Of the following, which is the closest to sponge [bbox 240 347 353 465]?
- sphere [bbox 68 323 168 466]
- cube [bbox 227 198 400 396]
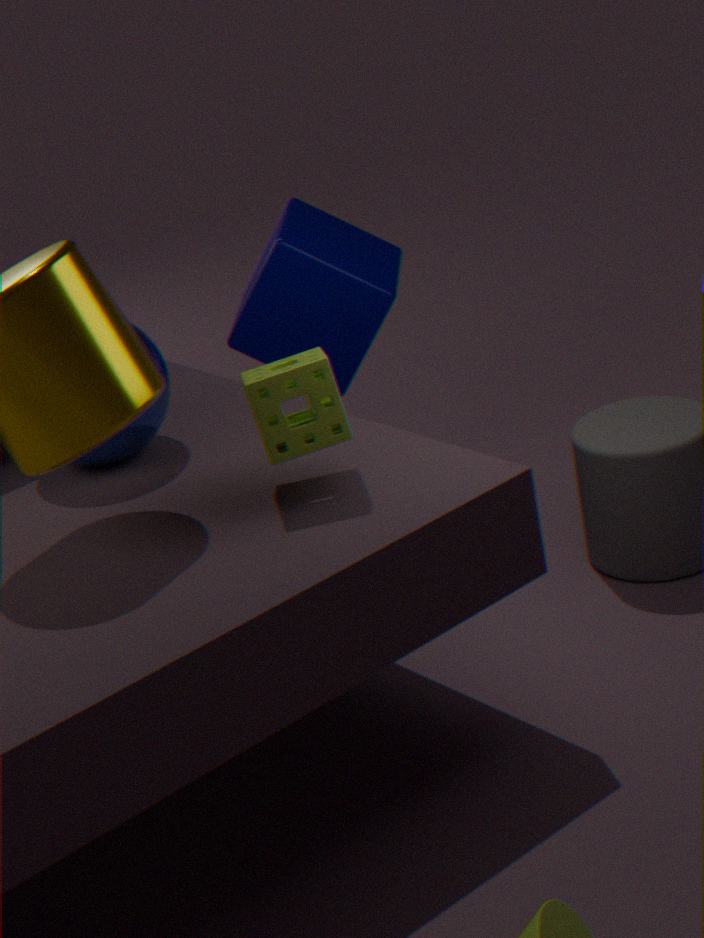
sphere [bbox 68 323 168 466]
